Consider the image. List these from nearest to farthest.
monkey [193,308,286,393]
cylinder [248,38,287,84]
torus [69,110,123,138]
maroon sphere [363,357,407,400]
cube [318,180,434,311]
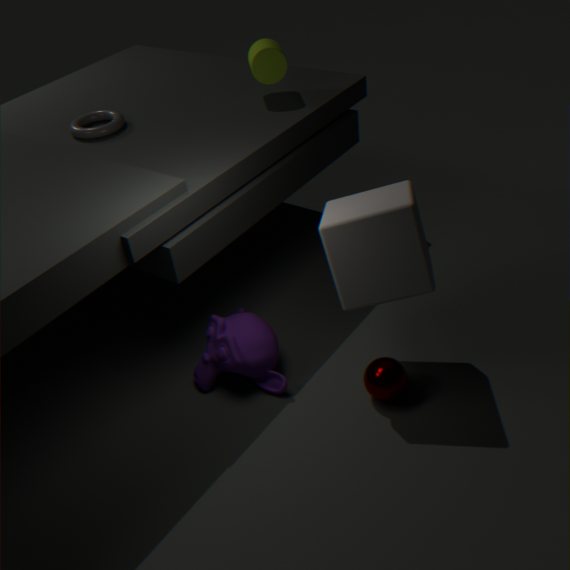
cube [318,180,434,311], maroon sphere [363,357,407,400], monkey [193,308,286,393], torus [69,110,123,138], cylinder [248,38,287,84]
